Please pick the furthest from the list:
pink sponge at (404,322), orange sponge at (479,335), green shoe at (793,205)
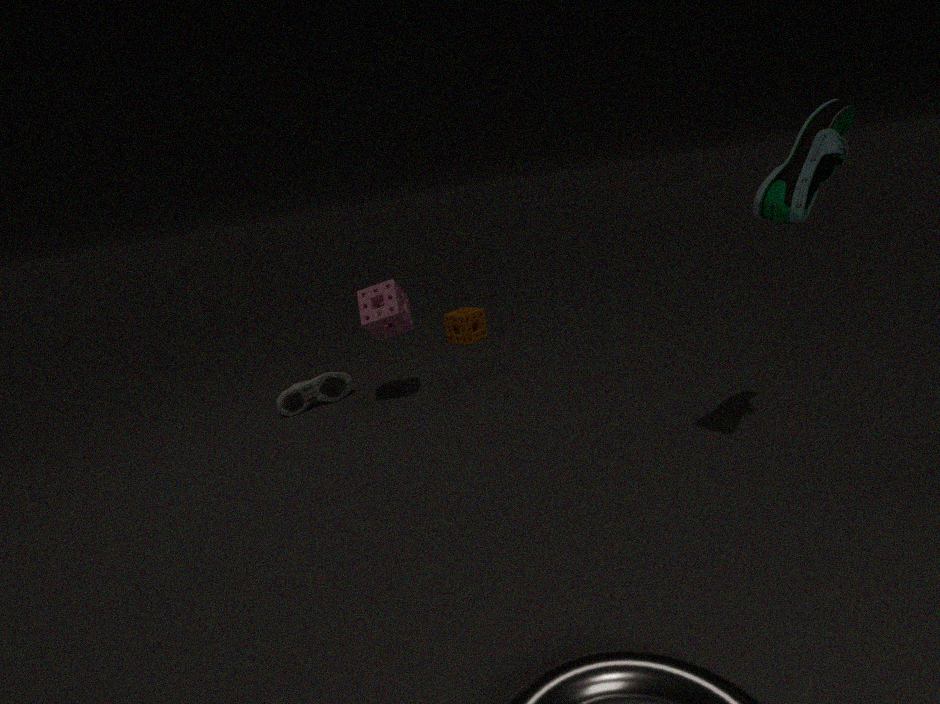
orange sponge at (479,335)
